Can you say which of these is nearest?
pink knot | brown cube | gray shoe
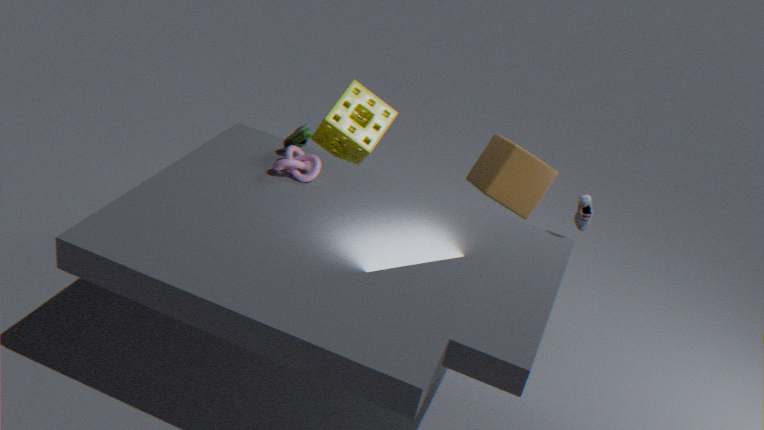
gray shoe
